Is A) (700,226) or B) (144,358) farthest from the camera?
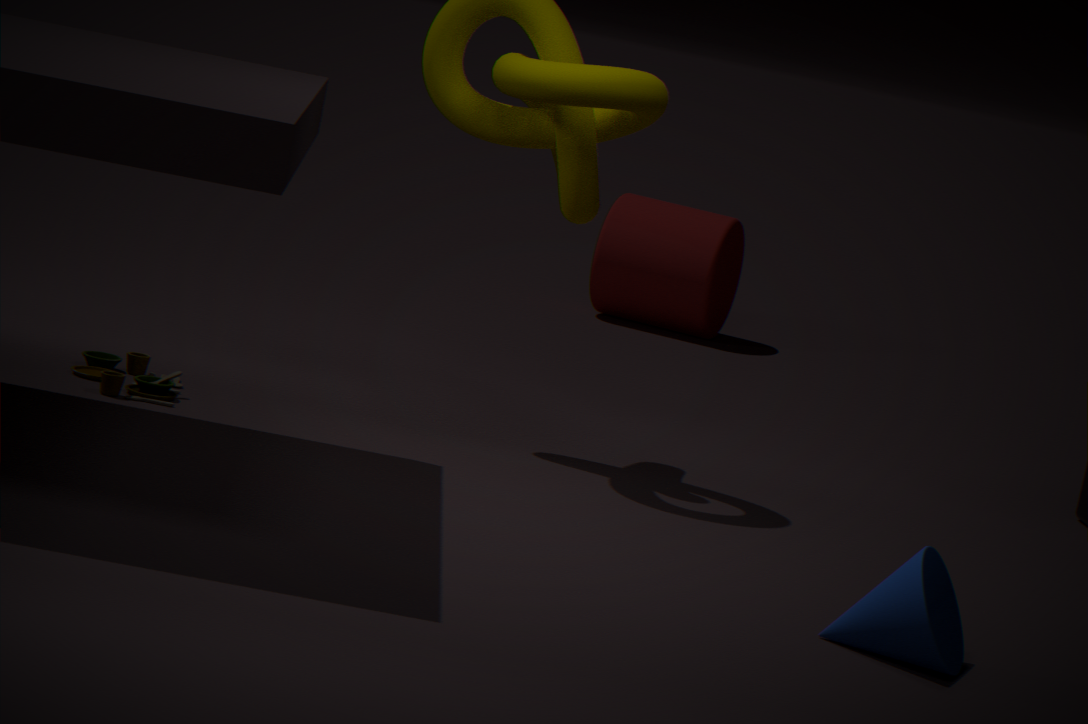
A. (700,226)
